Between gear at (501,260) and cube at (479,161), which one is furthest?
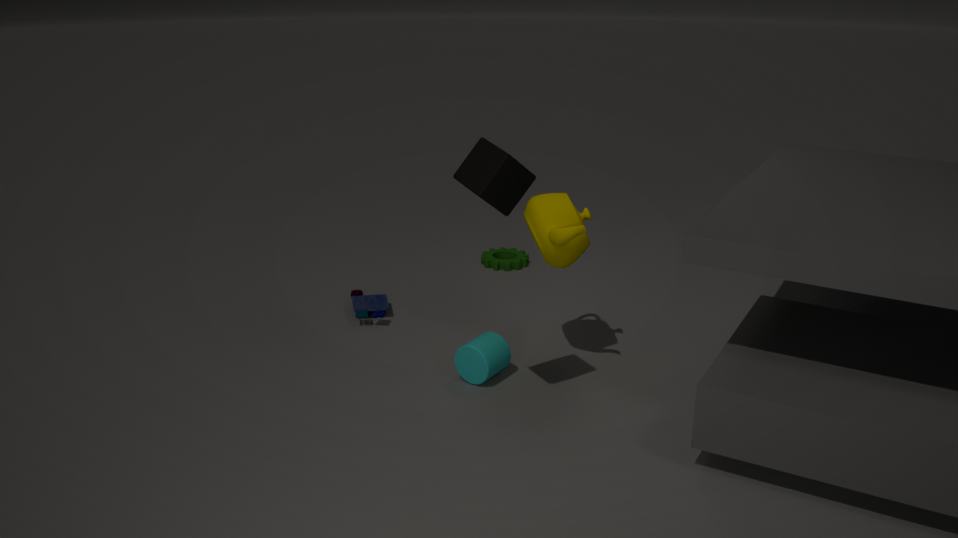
gear at (501,260)
